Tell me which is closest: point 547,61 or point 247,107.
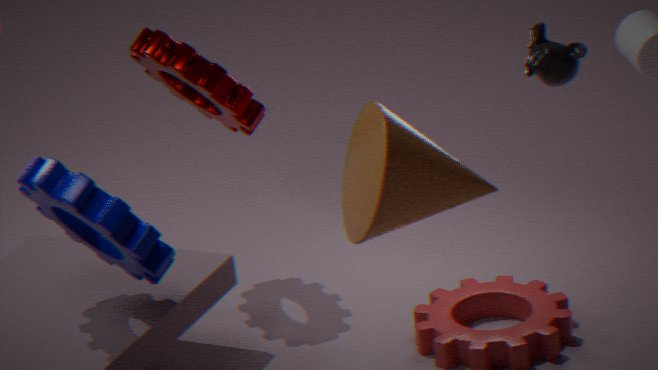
point 547,61
